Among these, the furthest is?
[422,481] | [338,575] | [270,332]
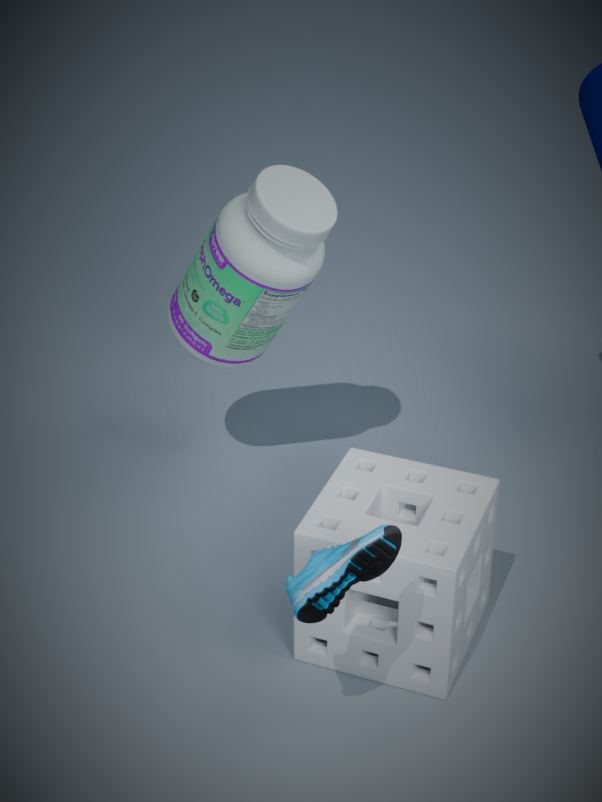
[270,332]
